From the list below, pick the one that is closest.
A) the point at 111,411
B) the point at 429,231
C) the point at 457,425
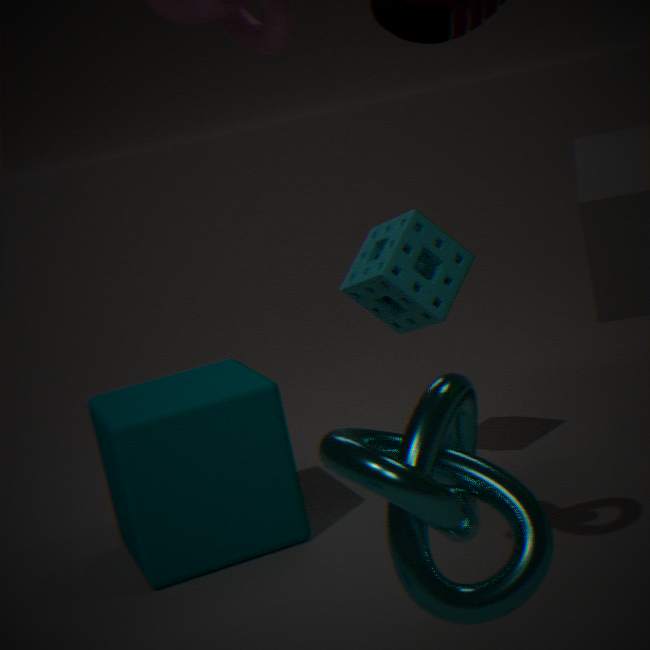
the point at 457,425
